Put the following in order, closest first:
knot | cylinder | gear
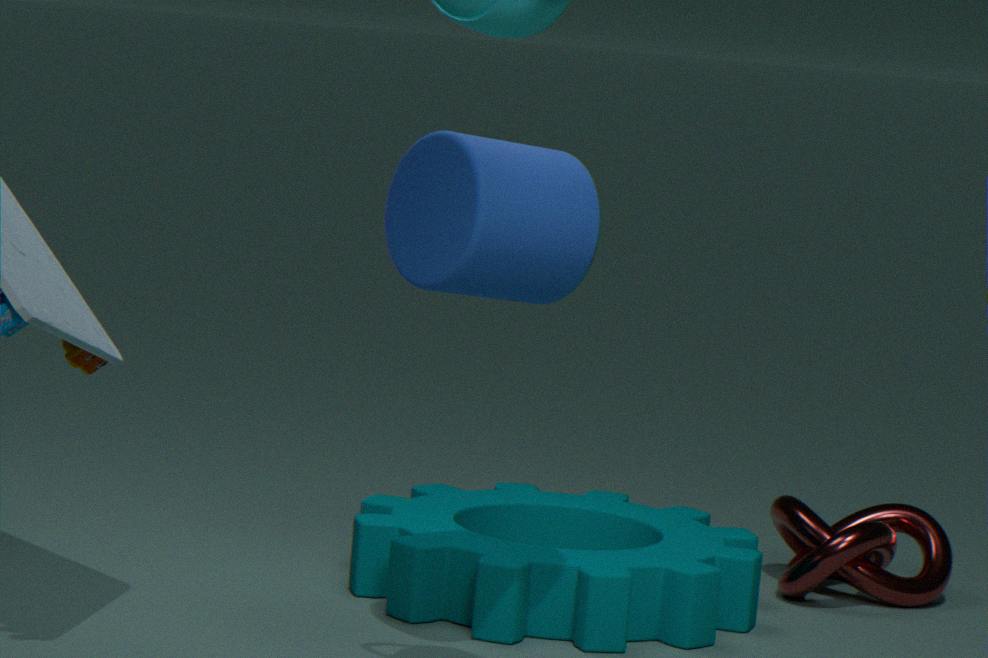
cylinder
gear
knot
